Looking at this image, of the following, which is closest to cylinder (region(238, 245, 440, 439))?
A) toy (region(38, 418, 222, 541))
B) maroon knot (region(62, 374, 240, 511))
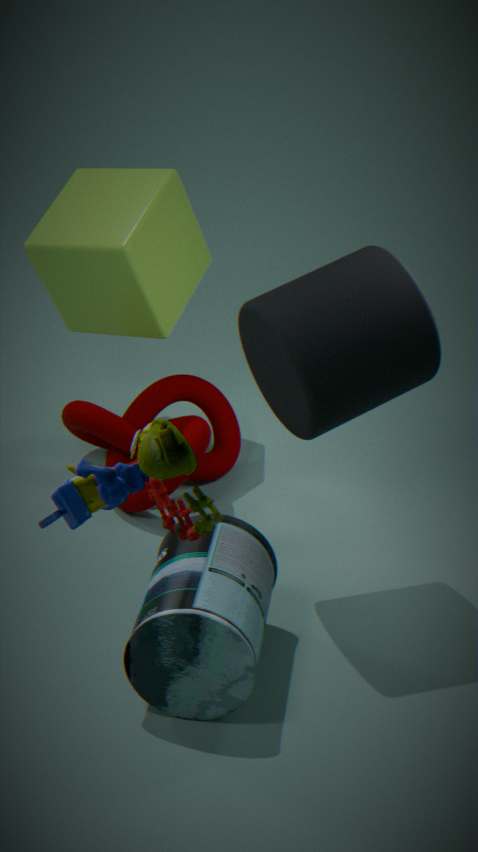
maroon knot (region(62, 374, 240, 511))
